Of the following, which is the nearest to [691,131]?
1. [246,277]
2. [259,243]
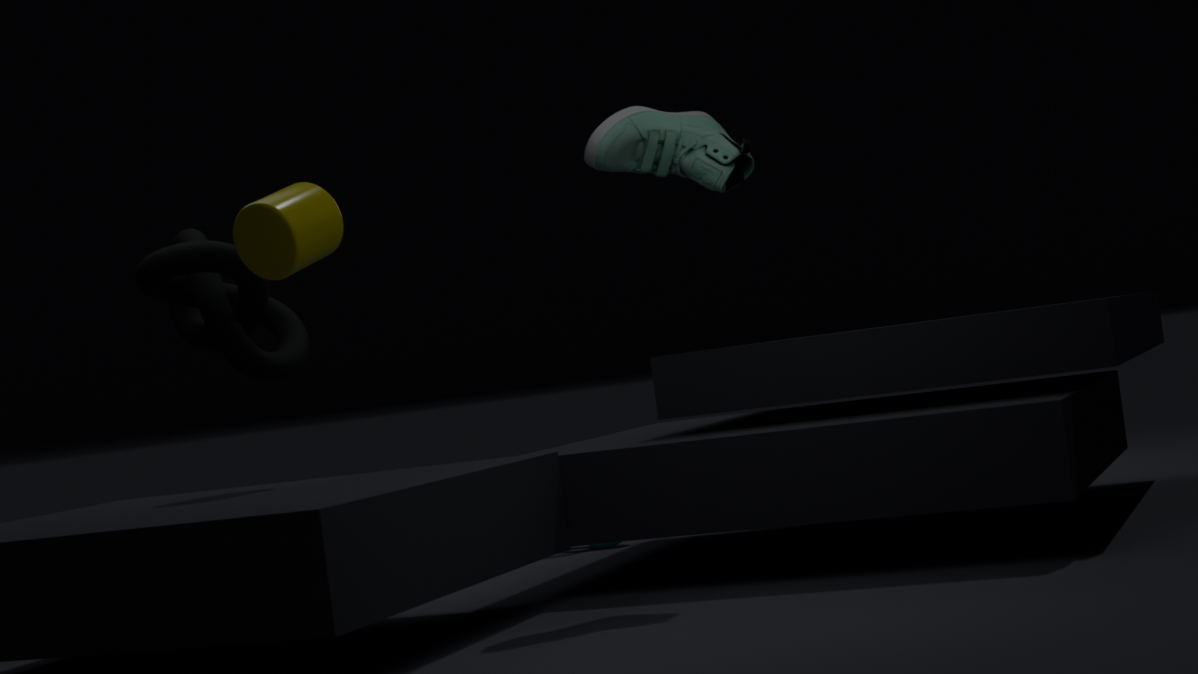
[259,243]
